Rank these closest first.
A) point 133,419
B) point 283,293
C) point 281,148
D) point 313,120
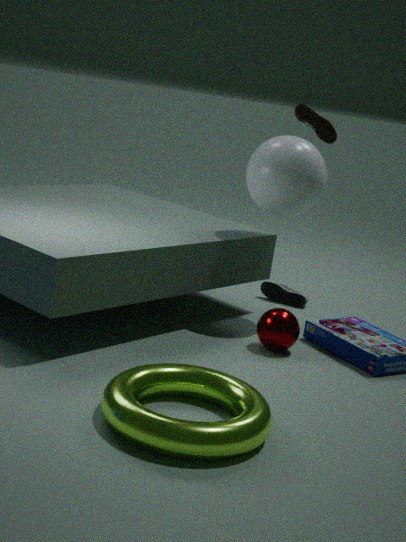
1. point 133,419
2. point 313,120
3. point 281,148
4. point 283,293
